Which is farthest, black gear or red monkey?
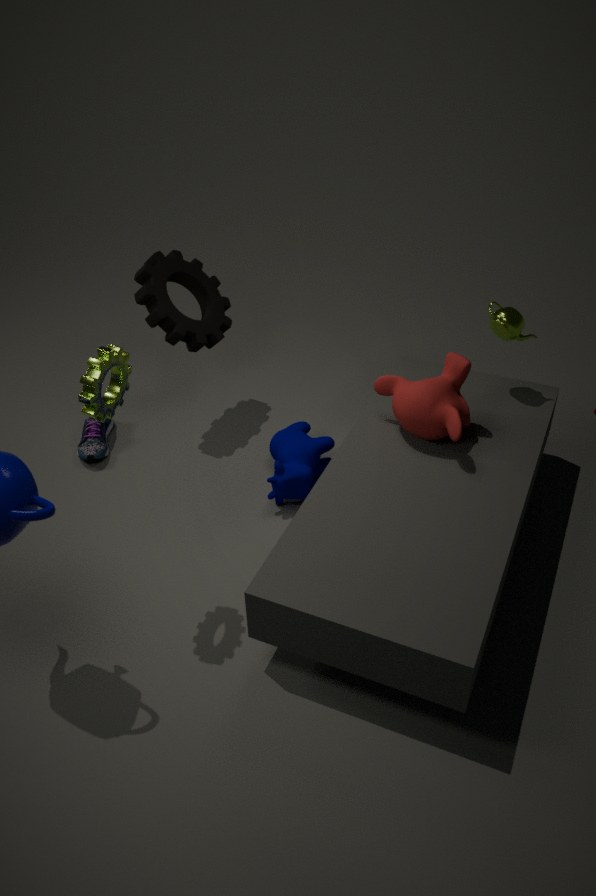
black gear
